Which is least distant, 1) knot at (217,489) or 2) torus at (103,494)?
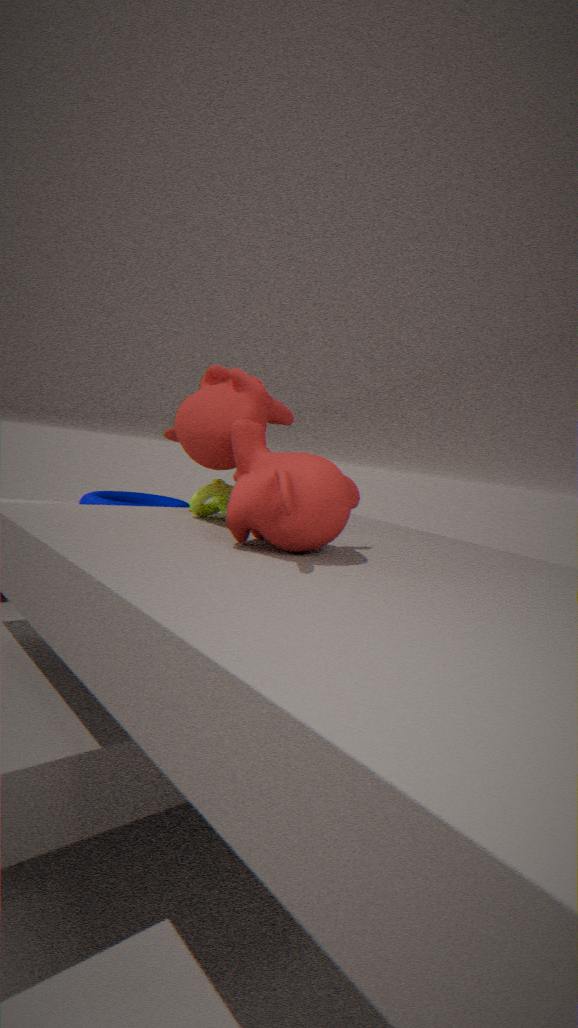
1. knot at (217,489)
